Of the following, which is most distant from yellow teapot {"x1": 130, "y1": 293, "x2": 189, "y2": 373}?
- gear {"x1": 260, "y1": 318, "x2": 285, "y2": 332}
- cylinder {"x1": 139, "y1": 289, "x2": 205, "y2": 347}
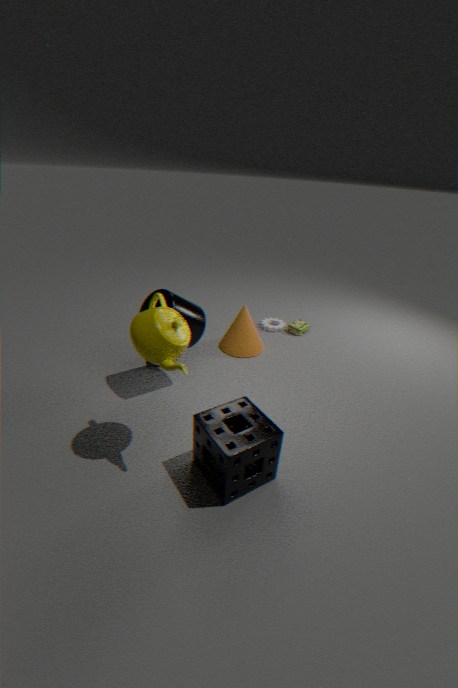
gear {"x1": 260, "y1": 318, "x2": 285, "y2": 332}
